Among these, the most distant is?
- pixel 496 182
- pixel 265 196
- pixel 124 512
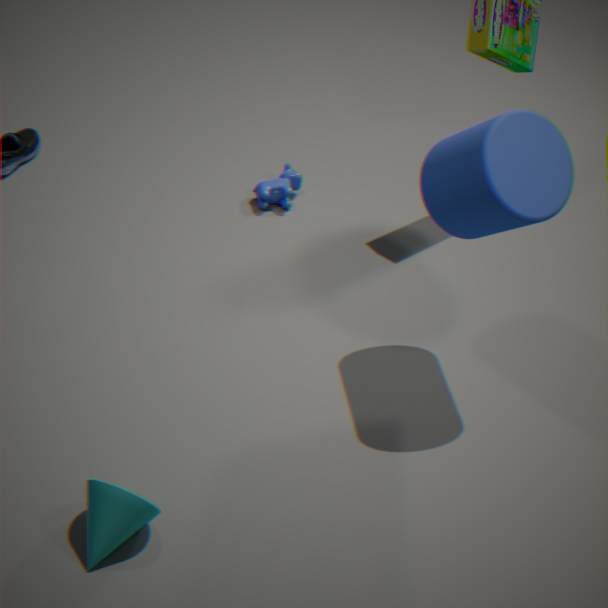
pixel 265 196
